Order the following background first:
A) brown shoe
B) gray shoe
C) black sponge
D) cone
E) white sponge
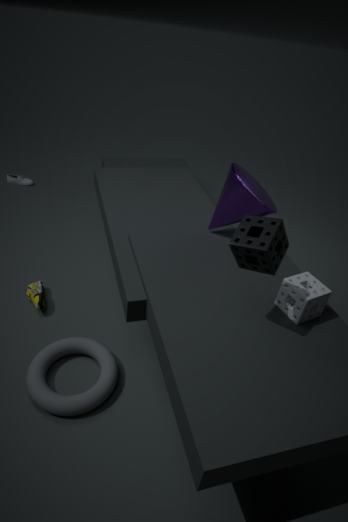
gray shoe → brown shoe → cone → white sponge → black sponge
